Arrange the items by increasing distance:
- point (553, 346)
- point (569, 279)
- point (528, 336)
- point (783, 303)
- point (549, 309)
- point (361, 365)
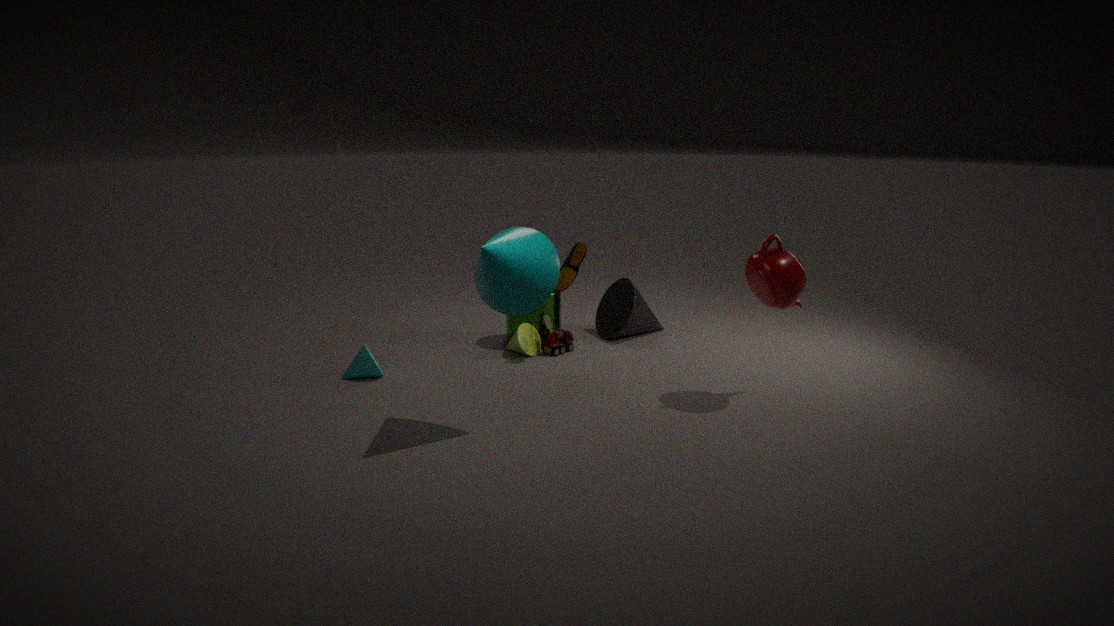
point (783, 303) < point (361, 365) < point (569, 279) < point (553, 346) < point (528, 336) < point (549, 309)
